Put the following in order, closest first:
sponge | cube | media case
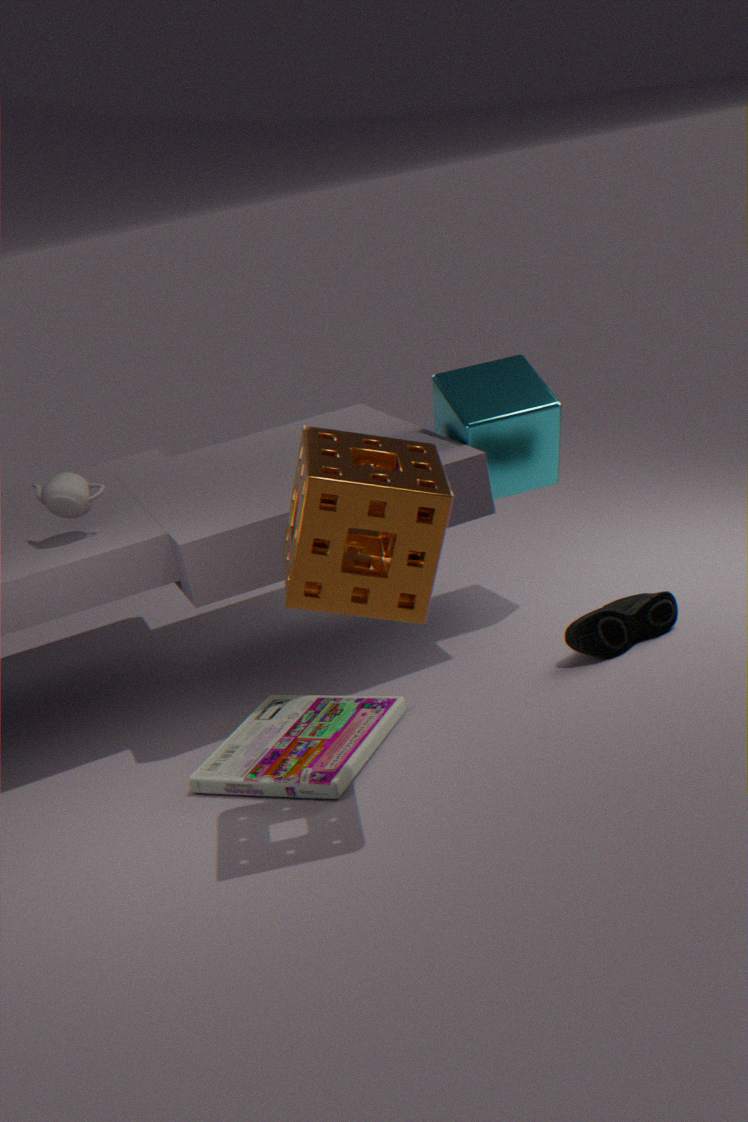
sponge → media case → cube
